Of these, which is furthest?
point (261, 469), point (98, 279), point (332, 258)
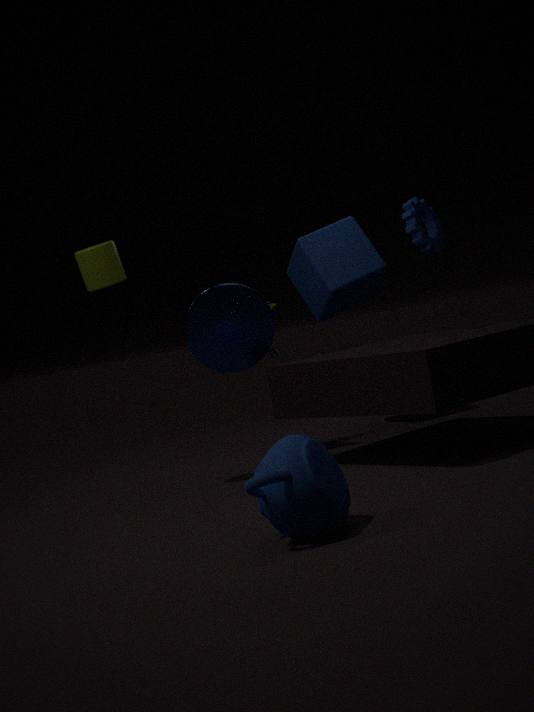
point (332, 258)
